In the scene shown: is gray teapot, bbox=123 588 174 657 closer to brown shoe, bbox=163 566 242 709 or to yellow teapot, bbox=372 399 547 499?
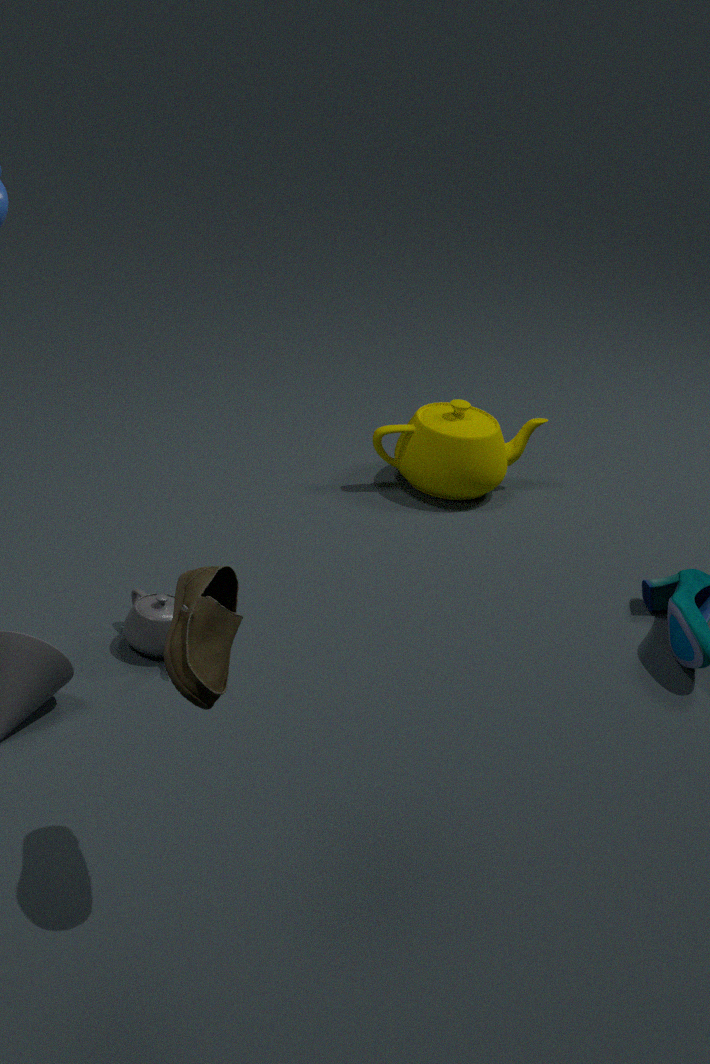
brown shoe, bbox=163 566 242 709
